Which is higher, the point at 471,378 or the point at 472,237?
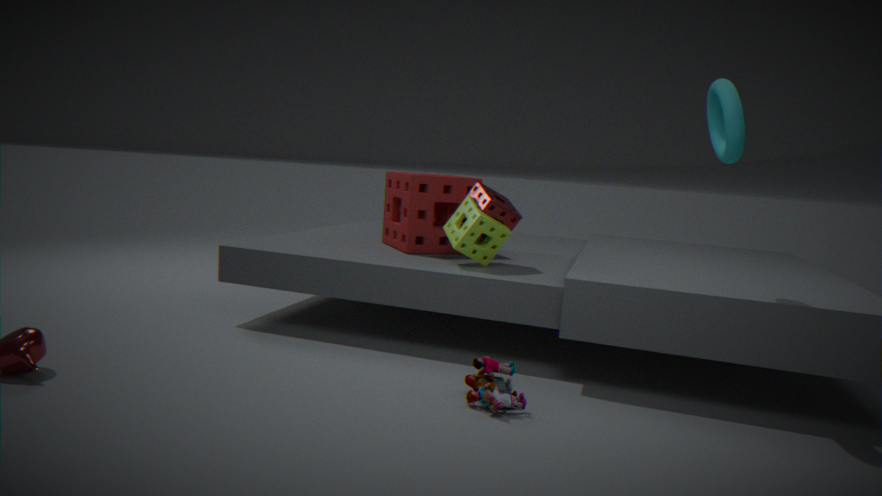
the point at 472,237
